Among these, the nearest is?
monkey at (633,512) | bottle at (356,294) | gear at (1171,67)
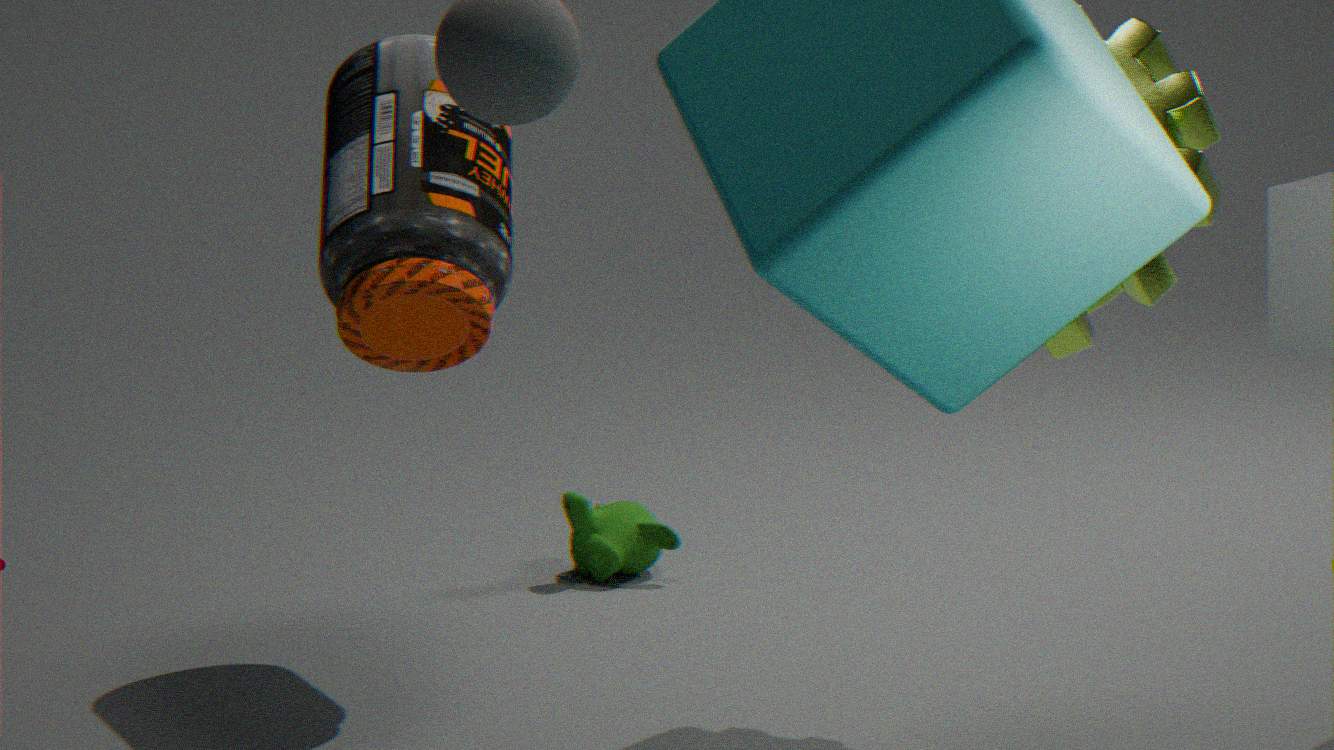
gear at (1171,67)
